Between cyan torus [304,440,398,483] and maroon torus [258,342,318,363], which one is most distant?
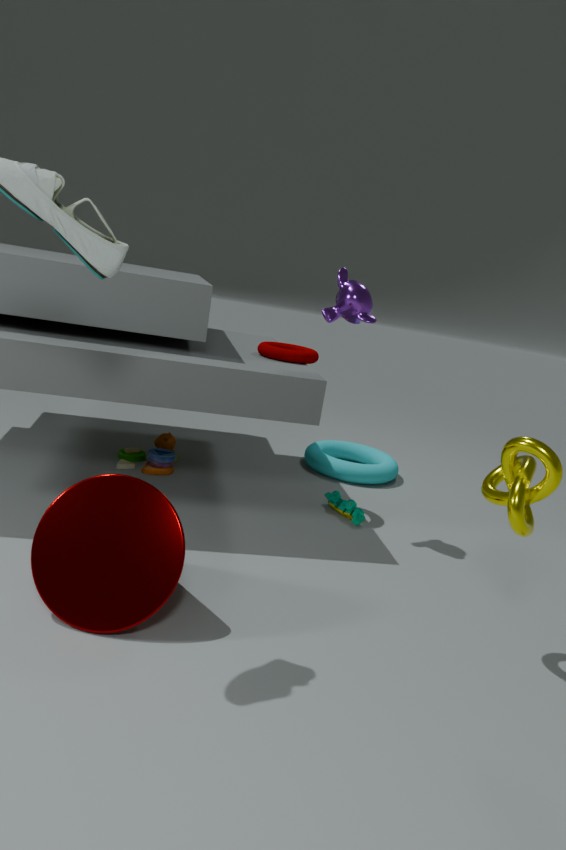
cyan torus [304,440,398,483]
